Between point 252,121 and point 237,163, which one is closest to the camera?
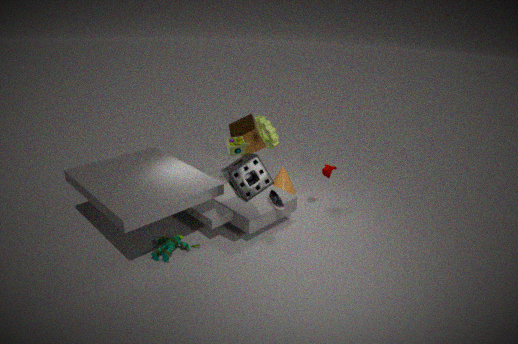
point 237,163
